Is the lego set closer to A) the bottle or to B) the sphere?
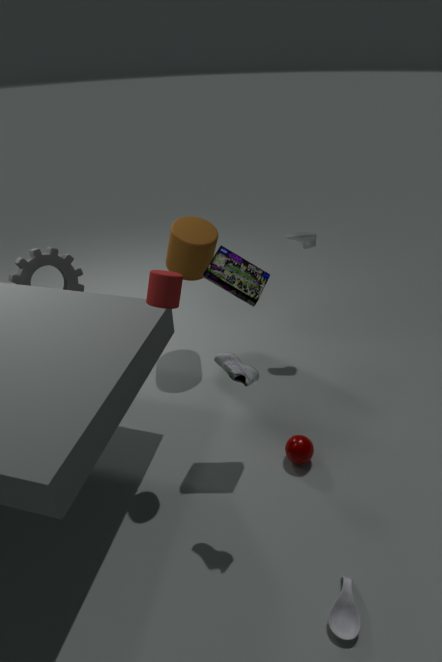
B) the sphere
